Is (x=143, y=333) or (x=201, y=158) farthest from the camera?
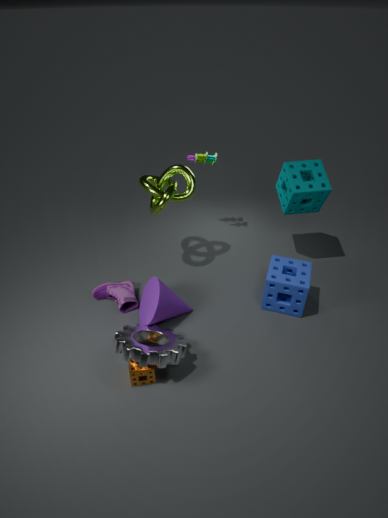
(x=201, y=158)
